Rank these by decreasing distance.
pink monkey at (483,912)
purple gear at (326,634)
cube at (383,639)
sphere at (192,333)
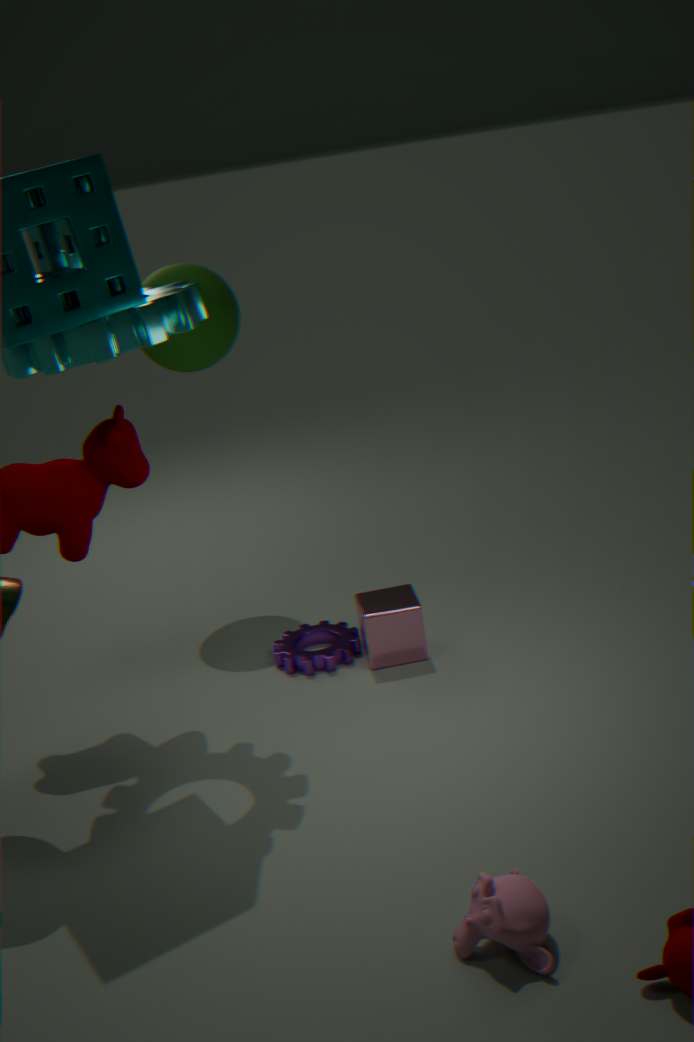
sphere at (192,333) < purple gear at (326,634) < cube at (383,639) < pink monkey at (483,912)
